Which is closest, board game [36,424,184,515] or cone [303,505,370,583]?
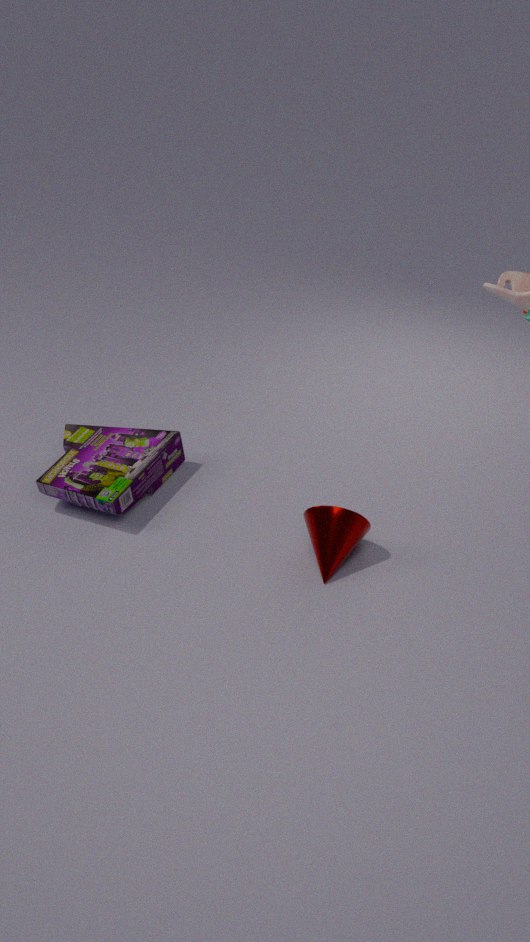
cone [303,505,370,583]
